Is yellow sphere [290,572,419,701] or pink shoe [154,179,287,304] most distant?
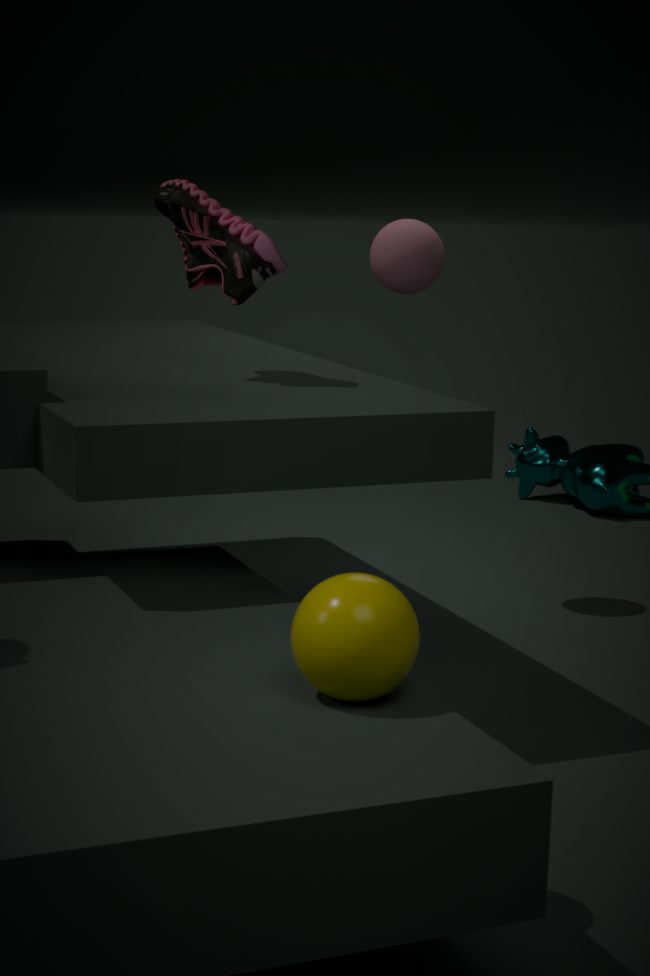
pink shoe [154,179,287,304]
